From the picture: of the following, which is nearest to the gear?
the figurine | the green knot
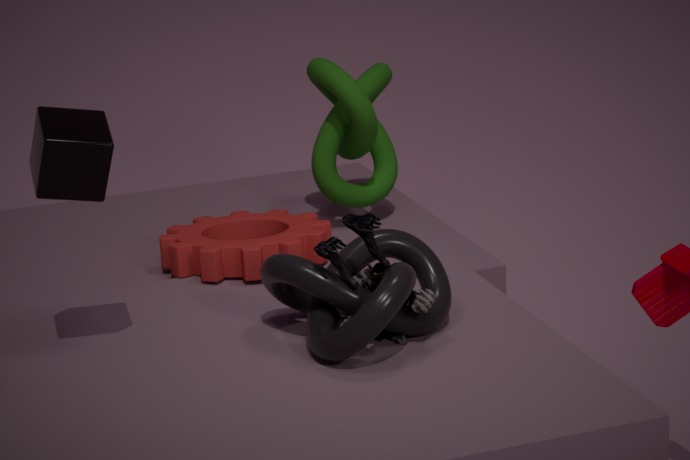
the green knot
